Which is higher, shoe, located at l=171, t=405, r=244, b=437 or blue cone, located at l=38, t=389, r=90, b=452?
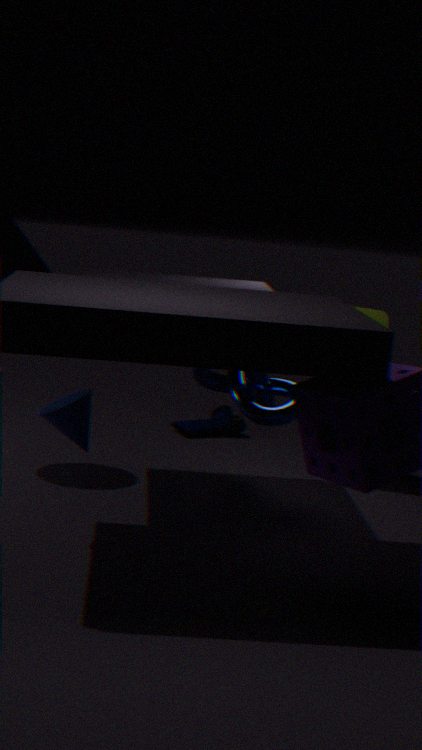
blue cone, located at l=38, t=389, r=90, b=452
